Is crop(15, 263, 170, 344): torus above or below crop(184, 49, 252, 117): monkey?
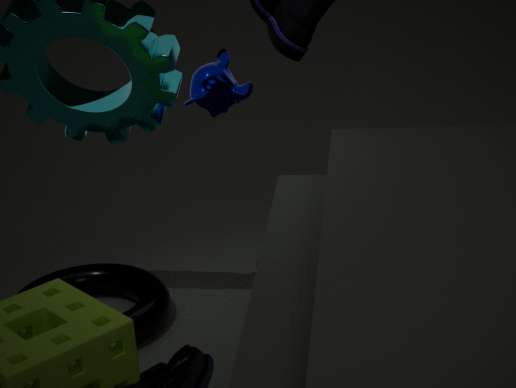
below
